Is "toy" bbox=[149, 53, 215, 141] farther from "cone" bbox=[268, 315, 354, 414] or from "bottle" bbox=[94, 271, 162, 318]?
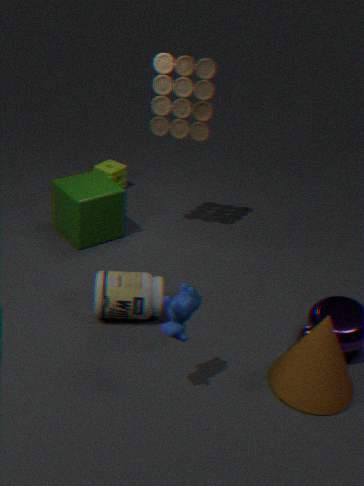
"cone" bbox=[268, 315, 354, 414]
